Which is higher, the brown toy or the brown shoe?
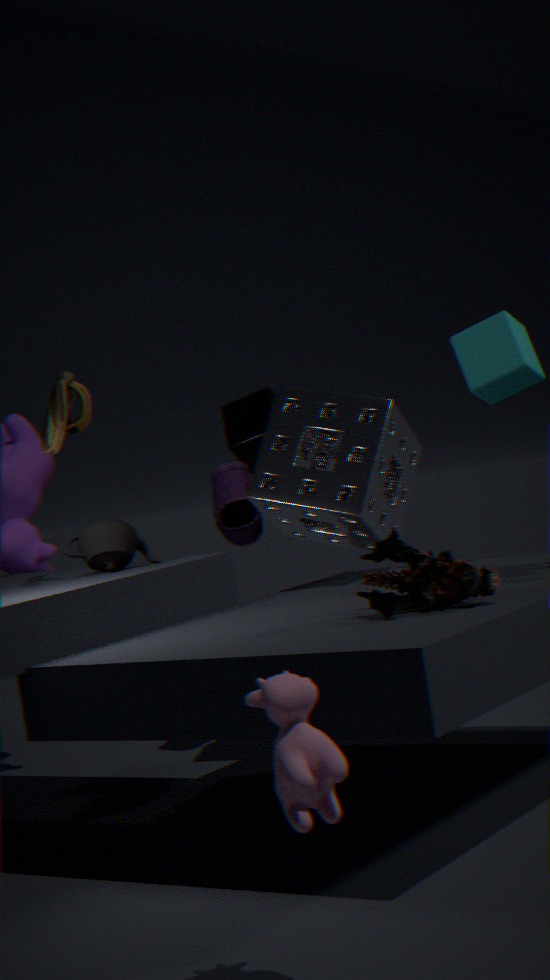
the brown shoe
